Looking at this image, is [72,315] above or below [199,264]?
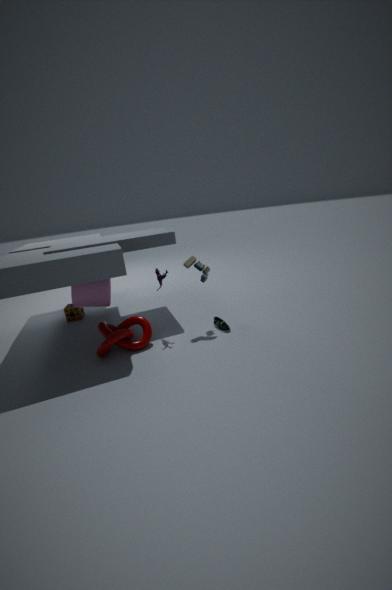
below
